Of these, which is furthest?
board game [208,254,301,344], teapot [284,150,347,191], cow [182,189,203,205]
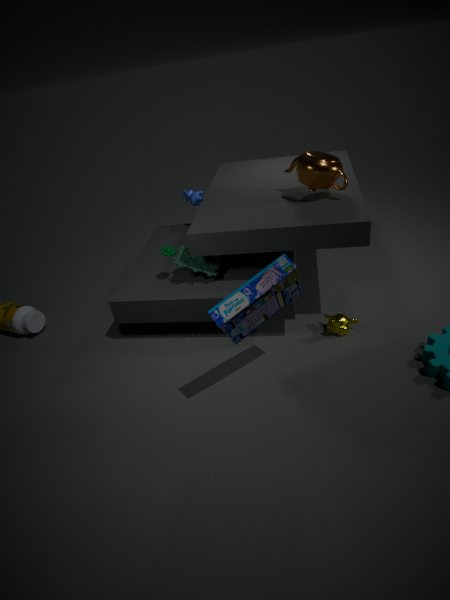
cow [182,189,203,205]
